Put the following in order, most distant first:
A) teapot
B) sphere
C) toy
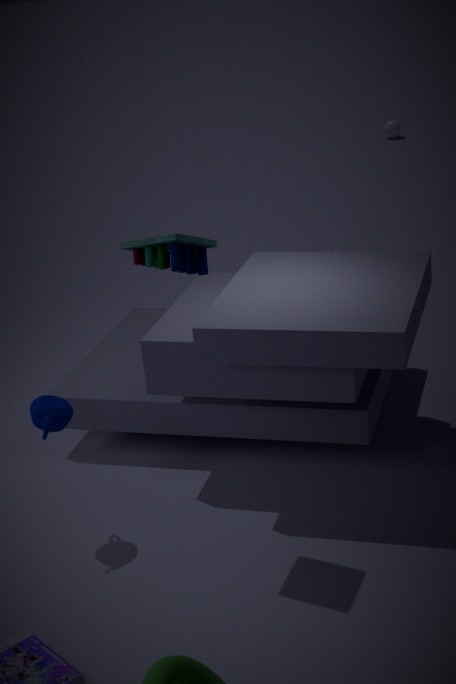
sphere, teapot, toy
